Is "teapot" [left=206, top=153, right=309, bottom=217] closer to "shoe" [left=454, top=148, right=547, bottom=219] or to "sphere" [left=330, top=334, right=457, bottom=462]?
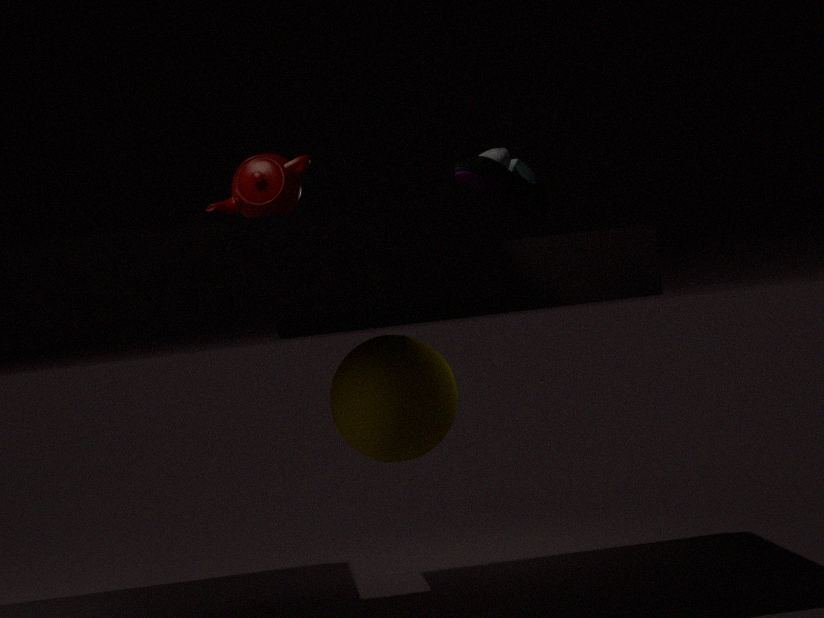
"shoe" [left=454, top=148, right=547, bottom=219]
